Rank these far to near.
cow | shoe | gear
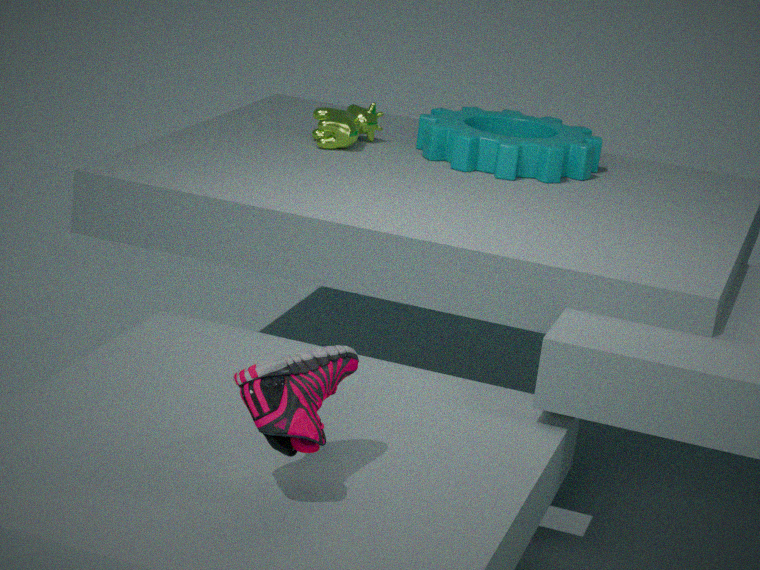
cow
gear
shoe
